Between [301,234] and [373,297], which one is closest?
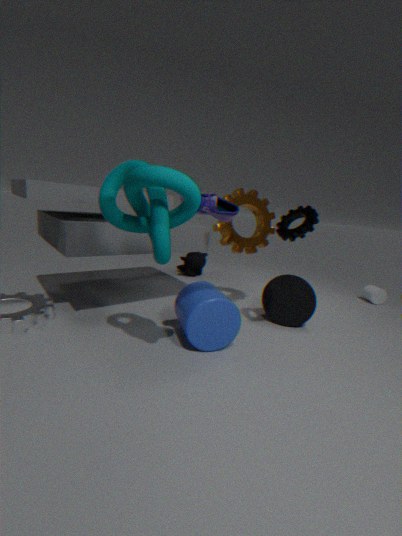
[301,234]
